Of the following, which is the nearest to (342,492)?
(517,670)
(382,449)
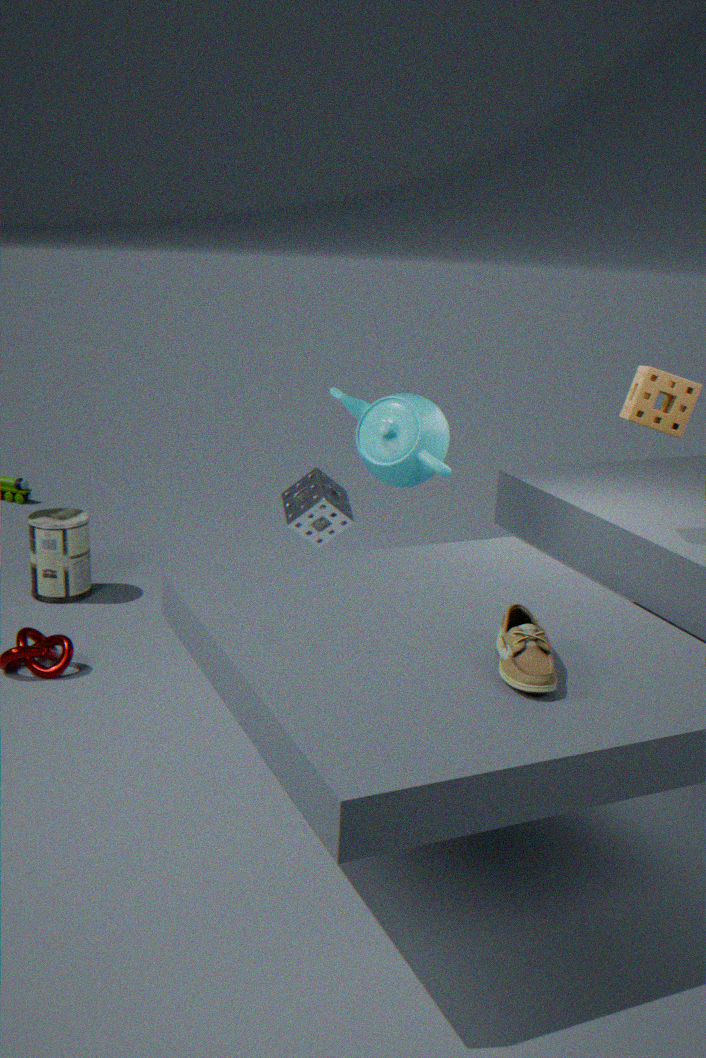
(382,449)
